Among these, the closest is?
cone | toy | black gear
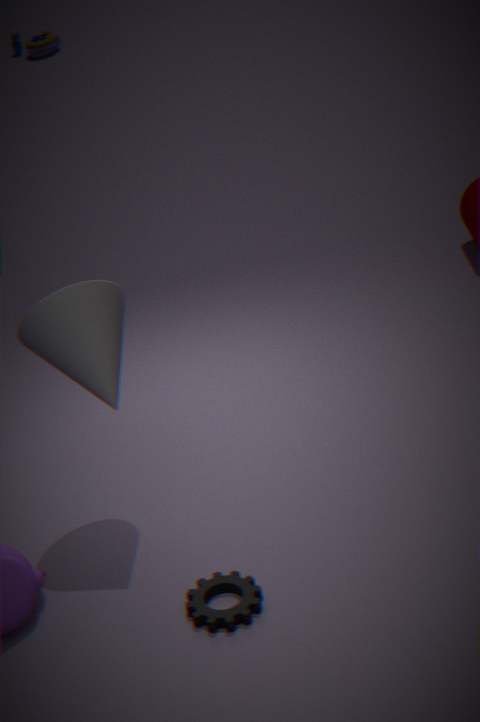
black gear
